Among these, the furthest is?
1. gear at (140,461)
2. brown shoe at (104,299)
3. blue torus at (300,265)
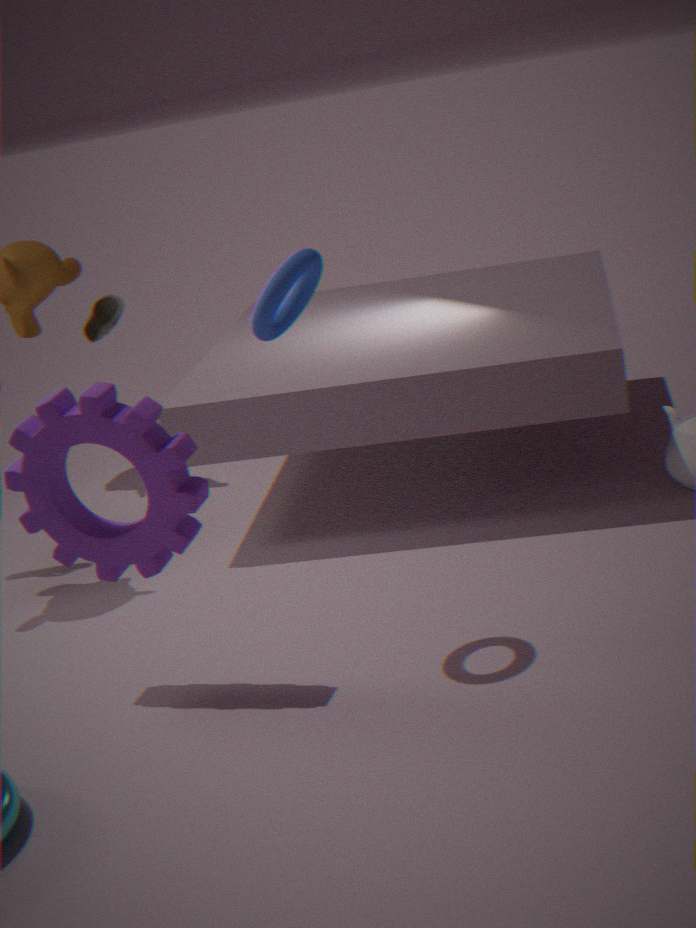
brown shoe at (104,299)
